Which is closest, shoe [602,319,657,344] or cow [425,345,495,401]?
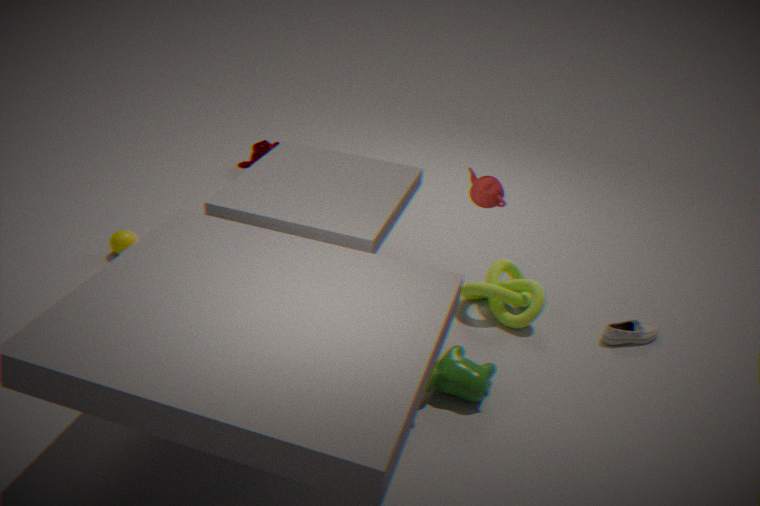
cow [425,345,495,401]
